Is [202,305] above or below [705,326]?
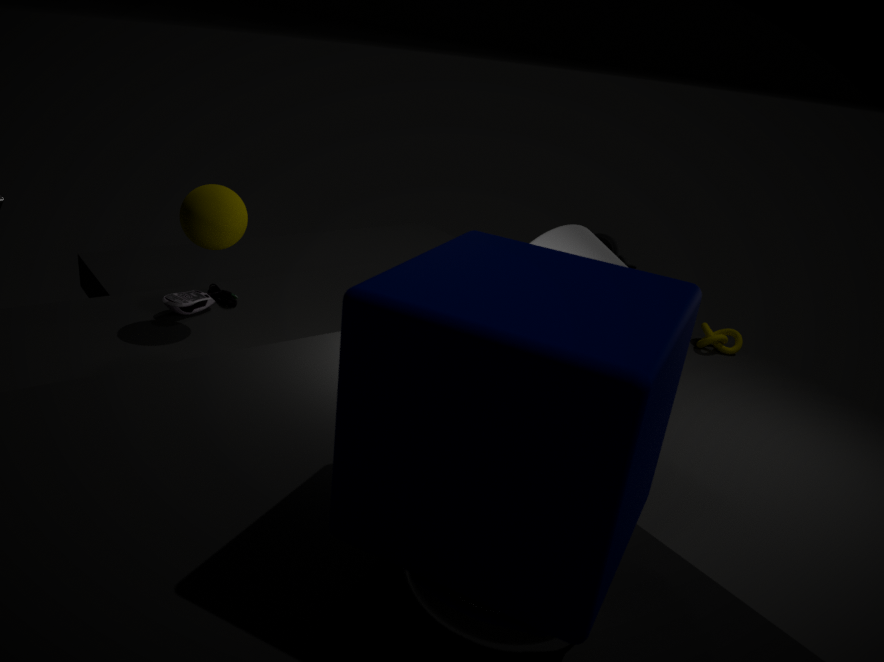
above
